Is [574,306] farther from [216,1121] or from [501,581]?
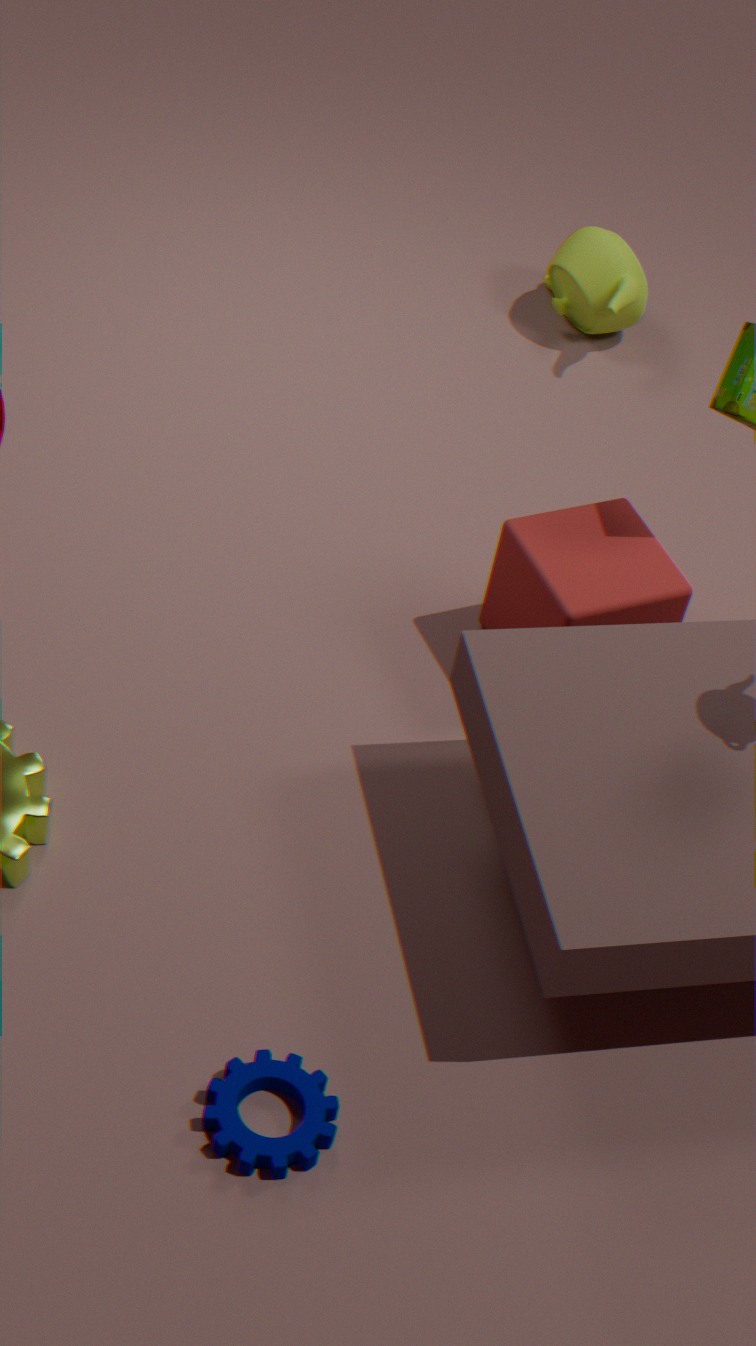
[216,1121]
